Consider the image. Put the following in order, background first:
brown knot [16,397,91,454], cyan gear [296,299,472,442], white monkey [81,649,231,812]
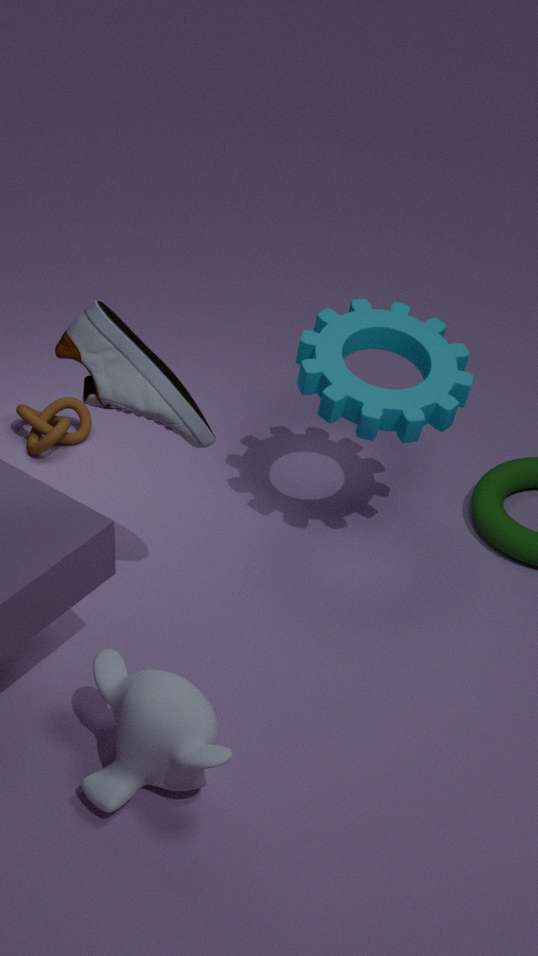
brown knot [16,397,91,454] < cyan gear [296,299,472,442] < white monkey [81,649,231,812]
